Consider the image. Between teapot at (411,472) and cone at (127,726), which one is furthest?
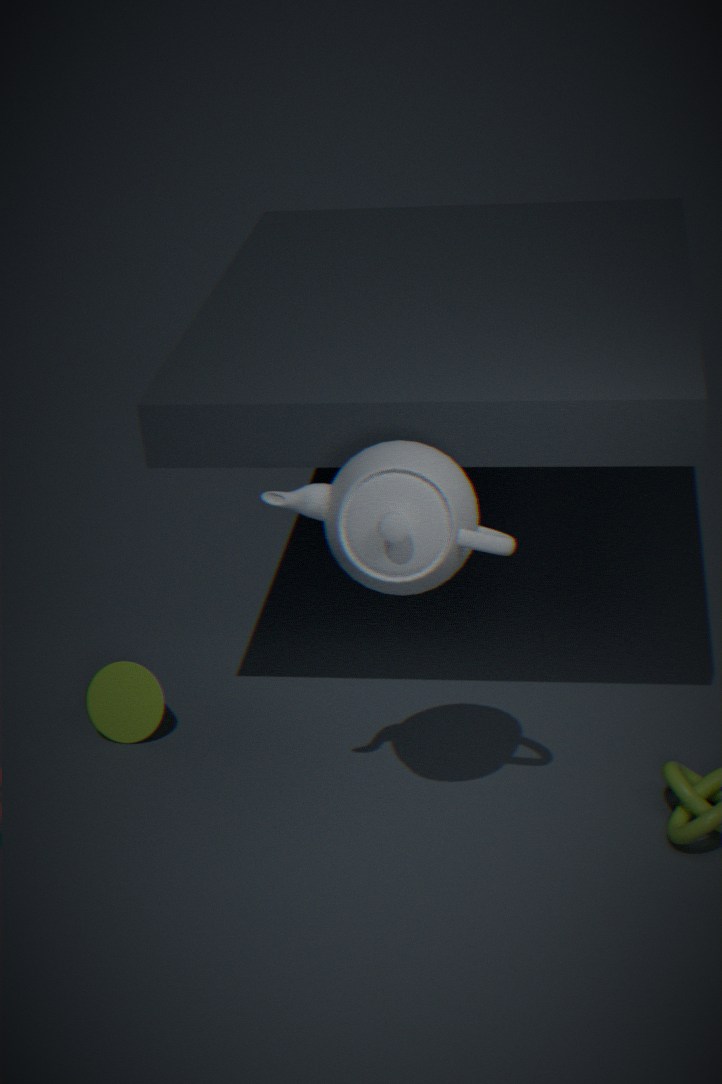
cone at (127,726)
